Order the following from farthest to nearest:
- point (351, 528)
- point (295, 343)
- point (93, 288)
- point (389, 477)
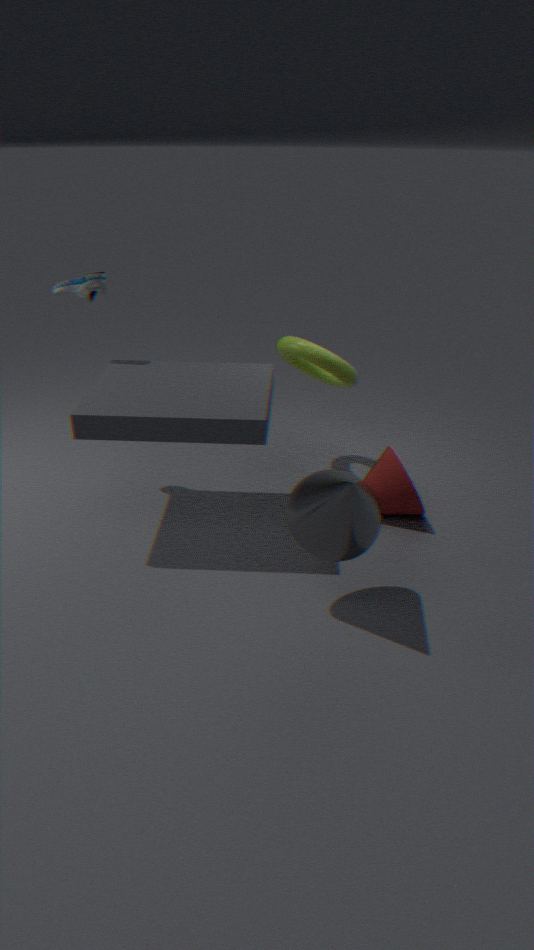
1. point (295, 343)
2. point (389, 477)
3. point (93, 288)
4. point (351, 528)
